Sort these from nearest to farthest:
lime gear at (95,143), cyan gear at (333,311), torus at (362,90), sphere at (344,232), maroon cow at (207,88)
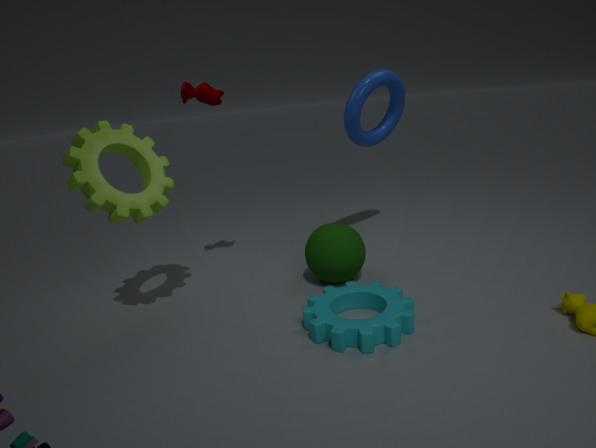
cyan gear at (333,311)
lime gear at (95,143)
sphere at (344,232)
maroon cow at (207,88)
torus at (362,90)
